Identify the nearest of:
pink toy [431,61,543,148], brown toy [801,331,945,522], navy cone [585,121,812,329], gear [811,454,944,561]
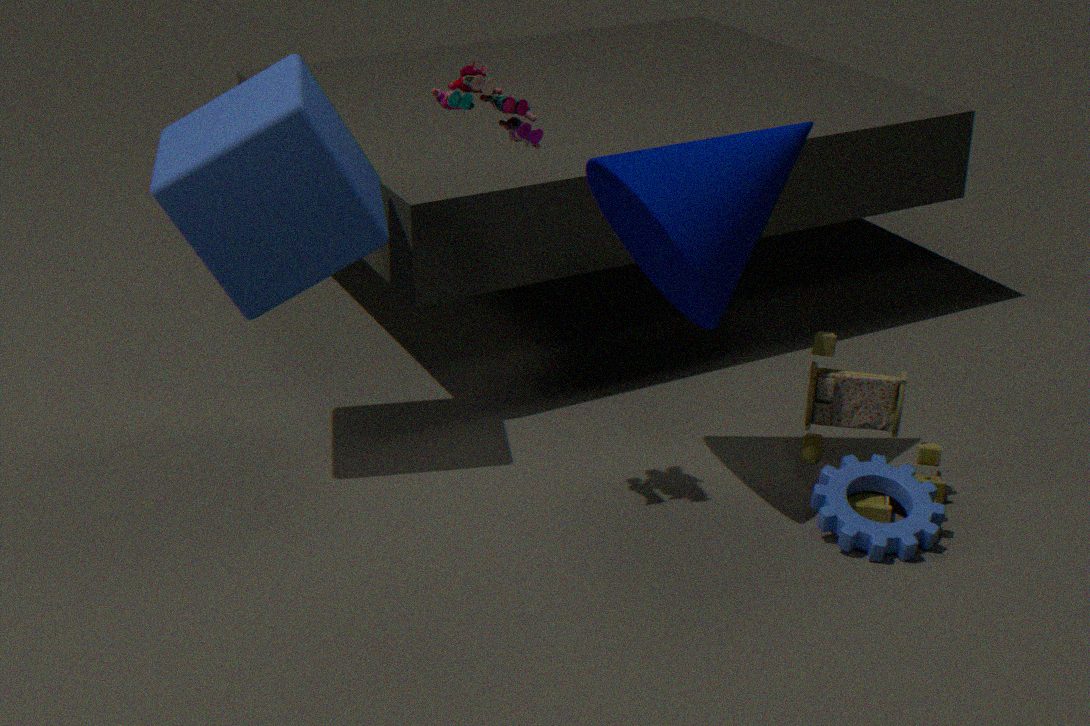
pink toy [431,61,543,148]
